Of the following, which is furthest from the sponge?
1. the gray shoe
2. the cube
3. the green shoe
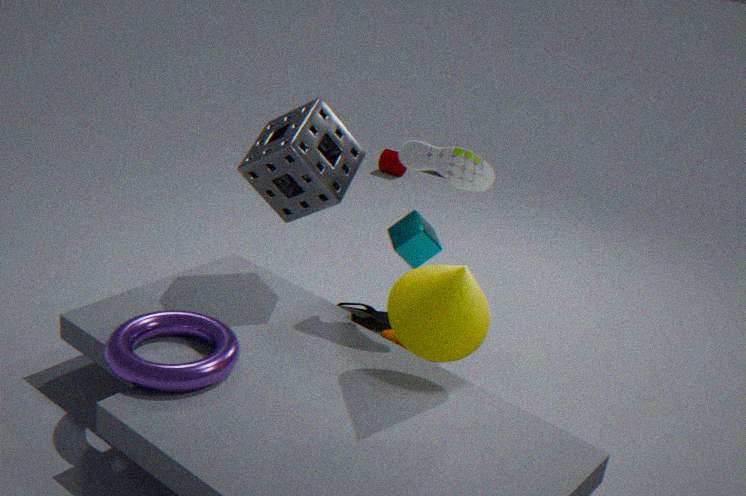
the green shoe
